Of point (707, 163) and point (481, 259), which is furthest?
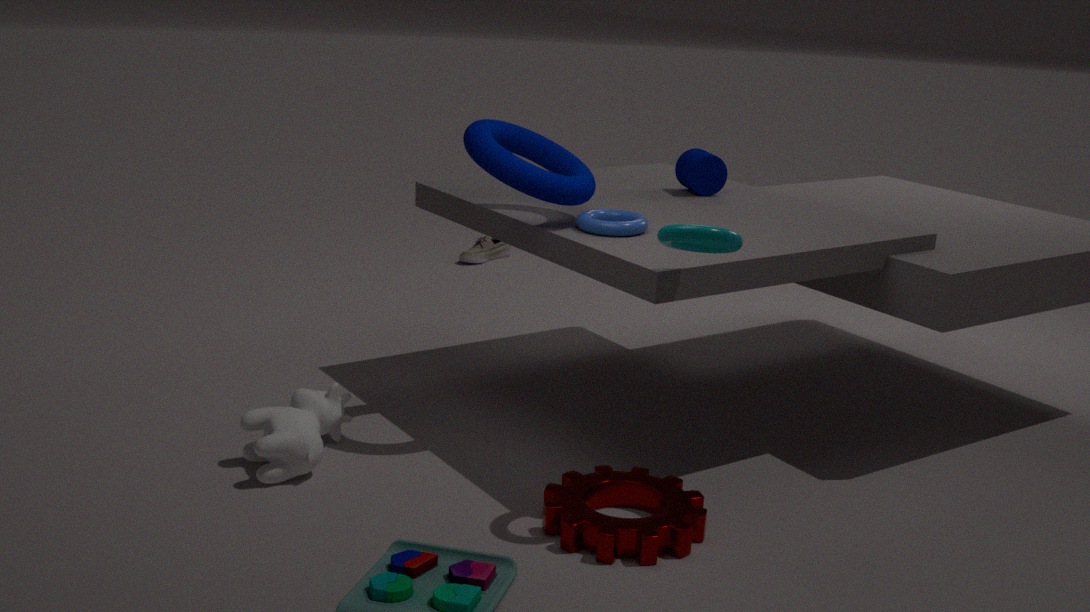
point (481, 259)
